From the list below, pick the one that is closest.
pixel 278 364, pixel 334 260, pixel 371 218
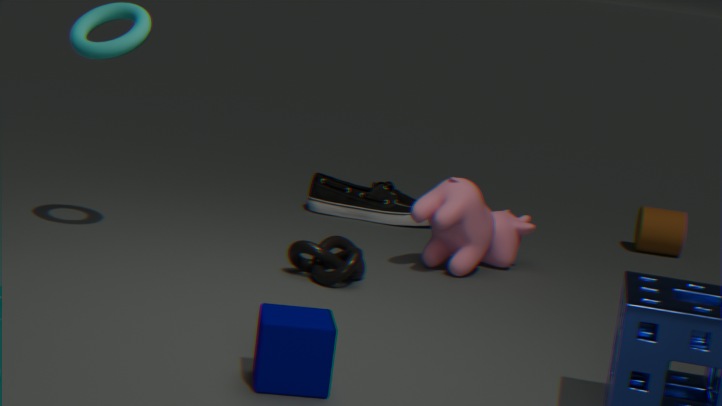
pixel 278 364
